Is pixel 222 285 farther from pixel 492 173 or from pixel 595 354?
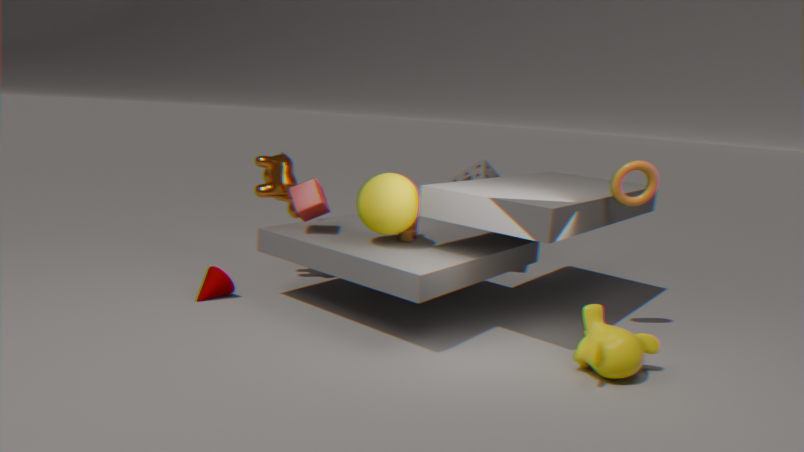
pixel 595 354
